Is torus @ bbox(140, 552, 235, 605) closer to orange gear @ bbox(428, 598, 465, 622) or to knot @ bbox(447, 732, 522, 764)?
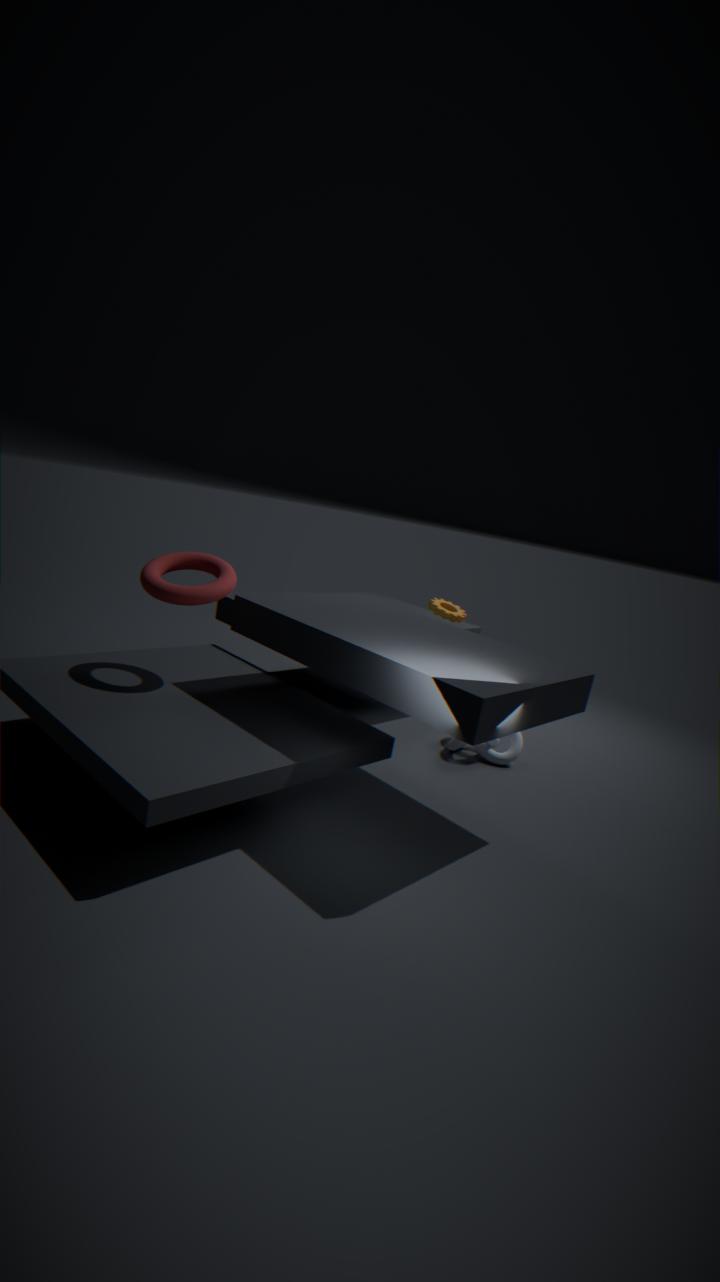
orange gear @ bbox(428, 598, 465, 622)
